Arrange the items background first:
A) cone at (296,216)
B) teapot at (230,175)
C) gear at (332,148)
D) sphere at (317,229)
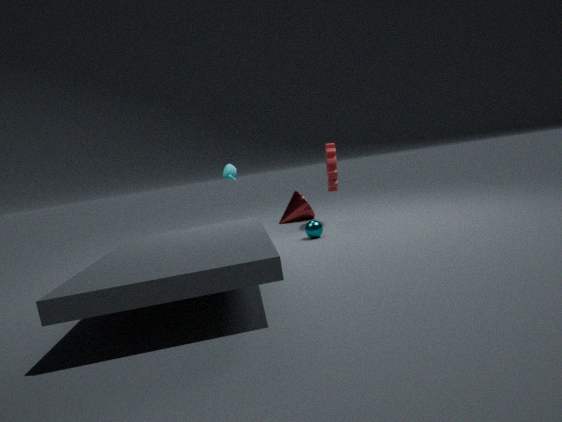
cone at (296,216) → gear at (332,148) → teapot at (230,175) → sphere at (317,229)
